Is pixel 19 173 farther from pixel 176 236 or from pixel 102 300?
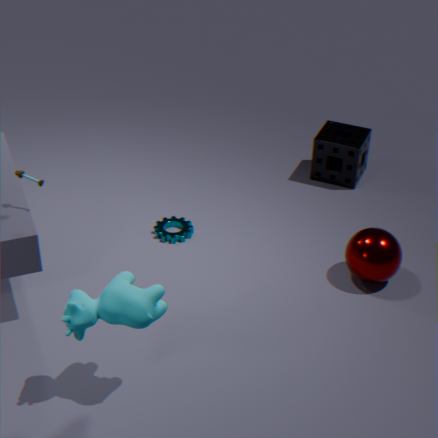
pixel 176 236
